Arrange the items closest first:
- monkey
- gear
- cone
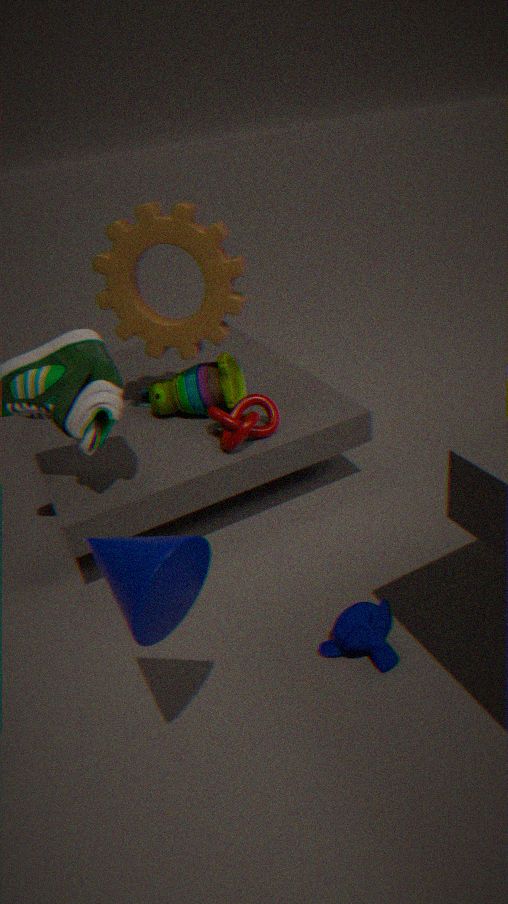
cone < monkey < gear
